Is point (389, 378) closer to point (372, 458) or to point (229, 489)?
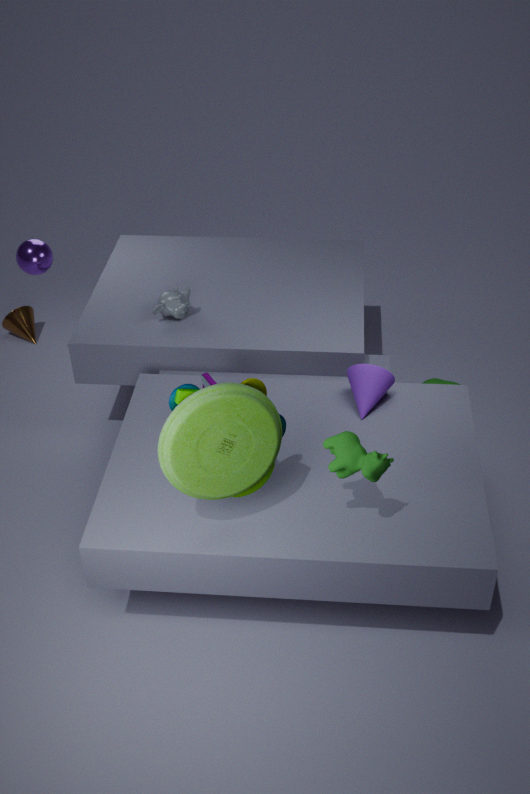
point (372, 458)
